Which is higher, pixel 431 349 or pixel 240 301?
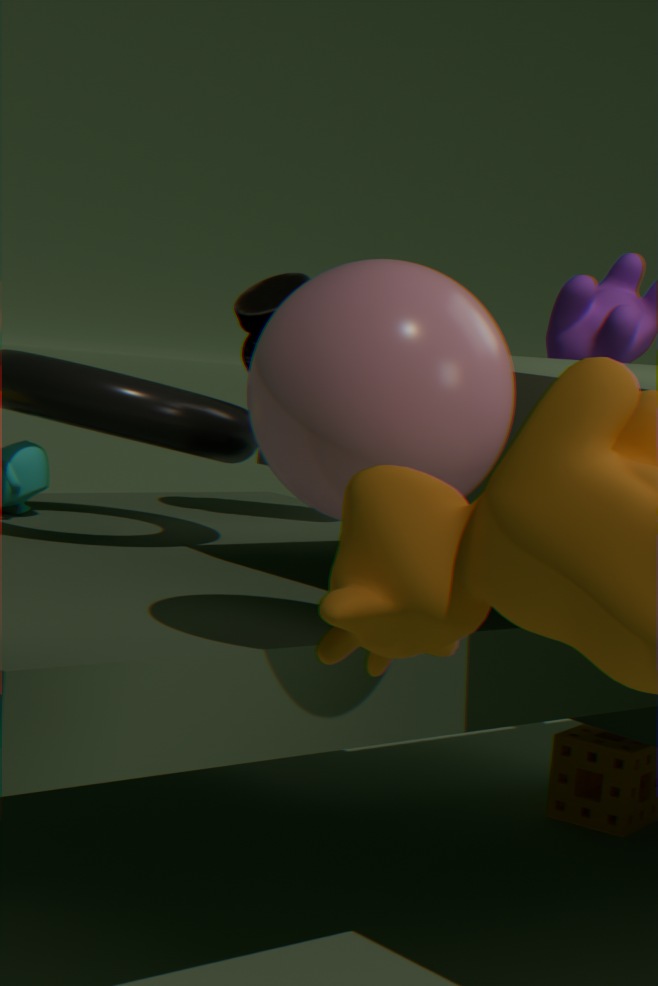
pixel 431 349
